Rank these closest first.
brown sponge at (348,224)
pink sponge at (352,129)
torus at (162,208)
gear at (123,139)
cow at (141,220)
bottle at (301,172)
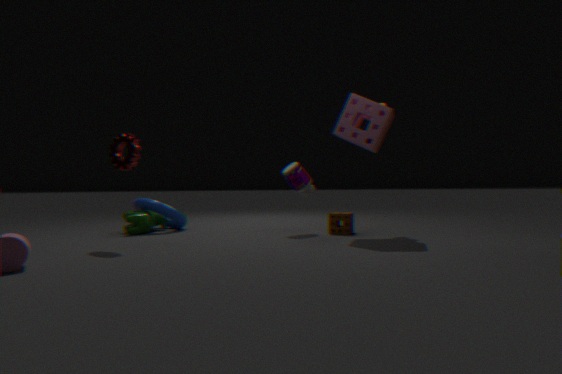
gear at (123,139) < pink sponge at (352,129) < brown sponge at (348,224) < cow at (141,220) < bottle at (301,172) < torus at (162,208)
